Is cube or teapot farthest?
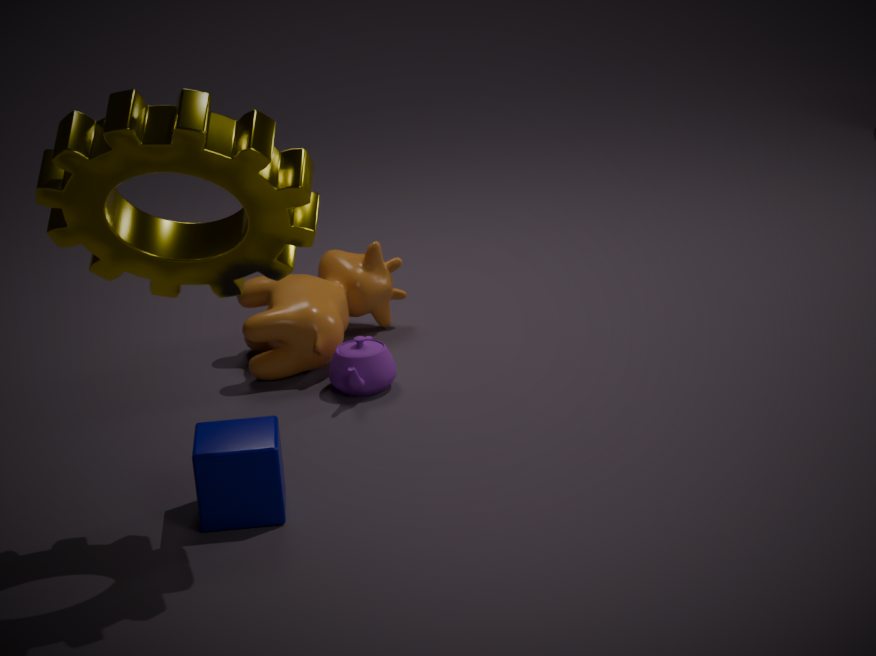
teapot
